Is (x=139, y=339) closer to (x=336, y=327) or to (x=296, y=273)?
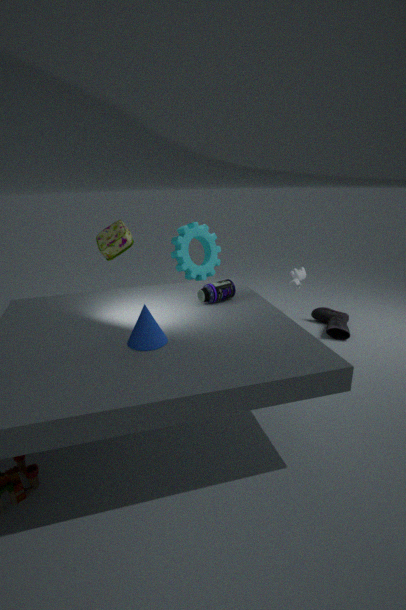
(x=336, y=327)
